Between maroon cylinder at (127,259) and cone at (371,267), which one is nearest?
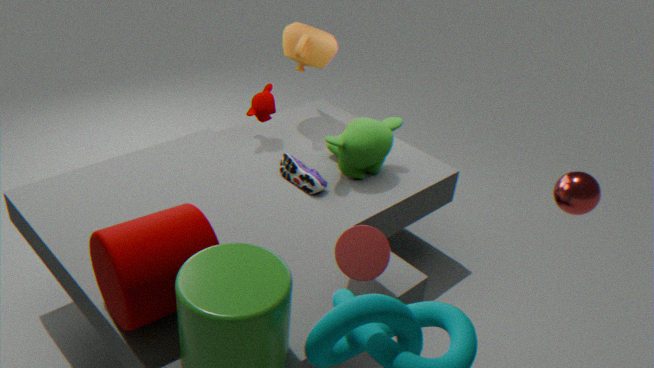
maroon cylinder at (127,259)
